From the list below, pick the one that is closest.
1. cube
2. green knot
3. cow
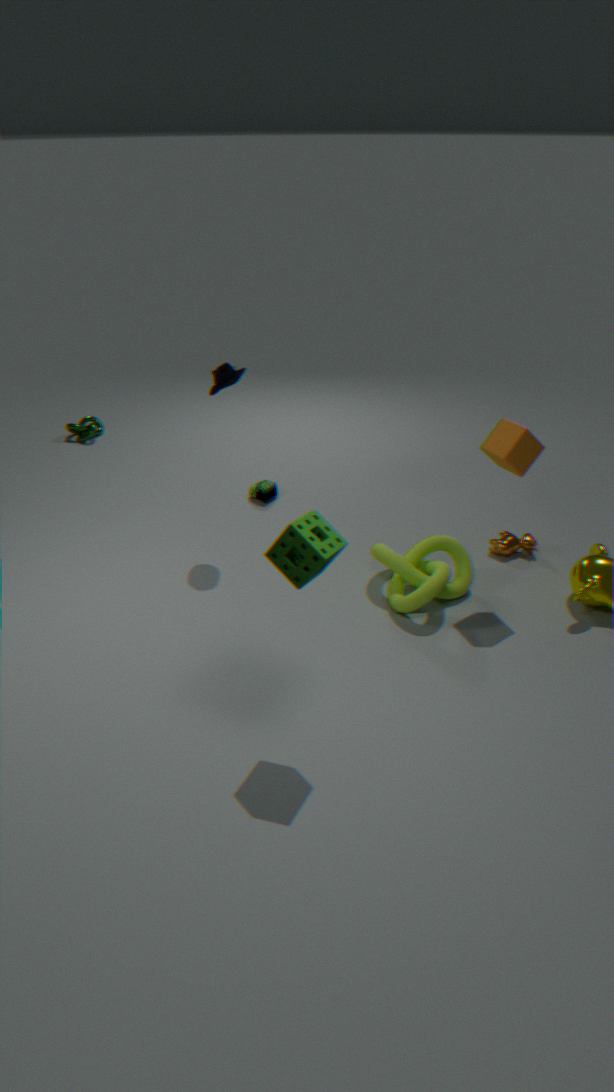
cube
